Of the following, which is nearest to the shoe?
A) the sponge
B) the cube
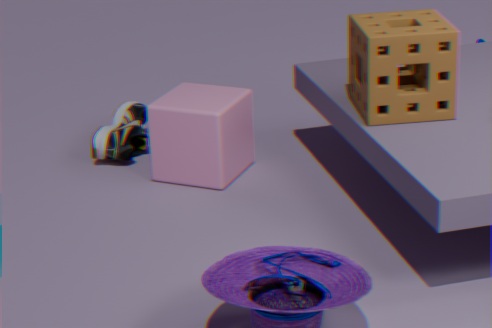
the cube
